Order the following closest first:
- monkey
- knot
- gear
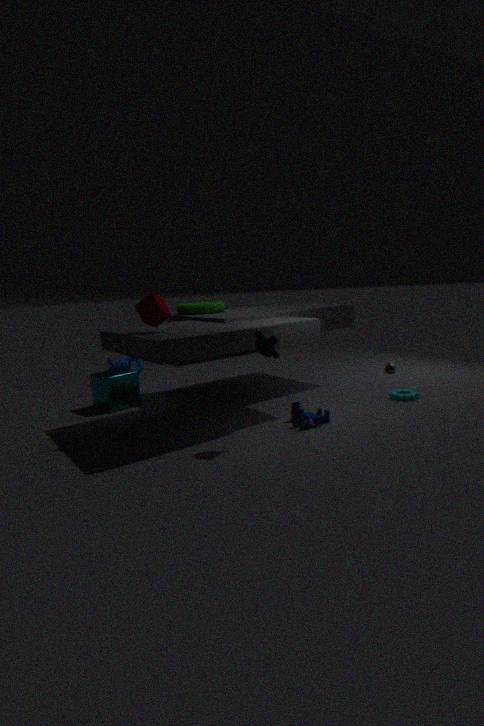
monkey → gear → knot
